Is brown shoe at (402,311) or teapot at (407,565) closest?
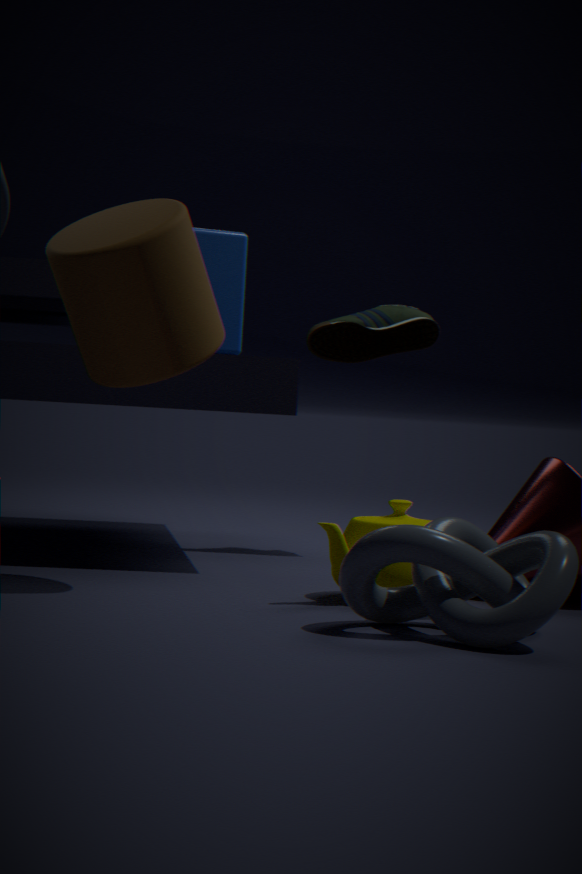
teapot at (407,565)
